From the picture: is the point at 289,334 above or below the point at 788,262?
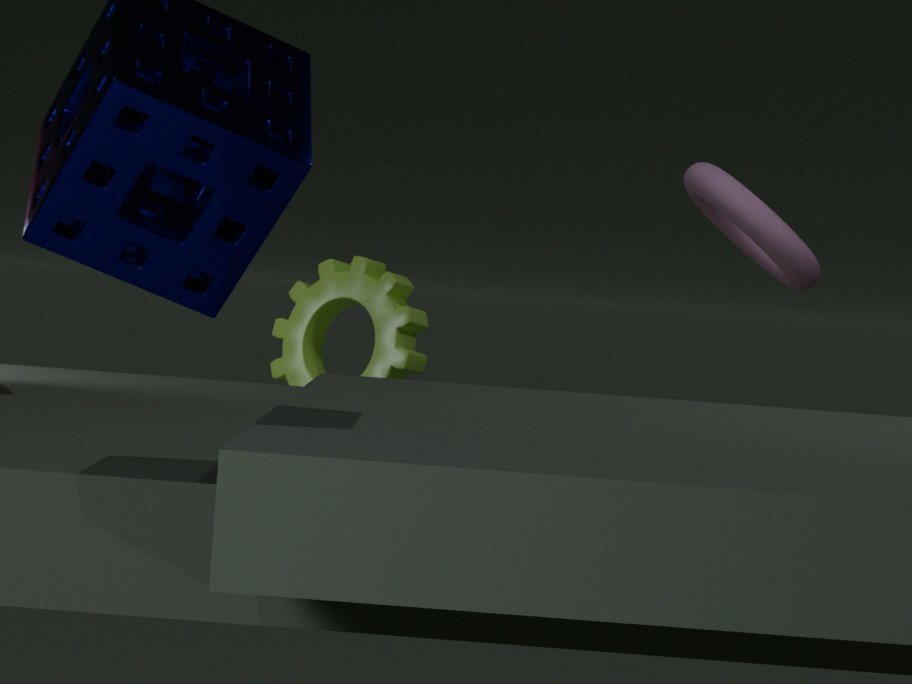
below
